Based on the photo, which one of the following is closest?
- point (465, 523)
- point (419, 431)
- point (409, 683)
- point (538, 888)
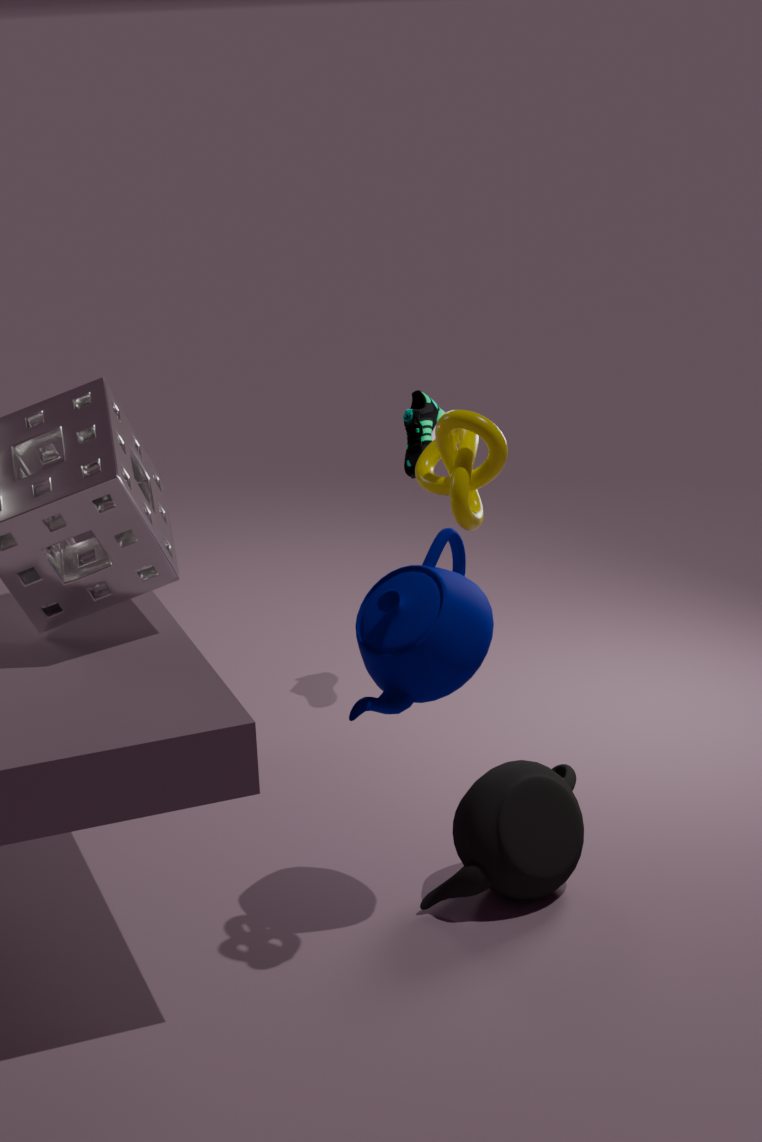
point (465, 523)
